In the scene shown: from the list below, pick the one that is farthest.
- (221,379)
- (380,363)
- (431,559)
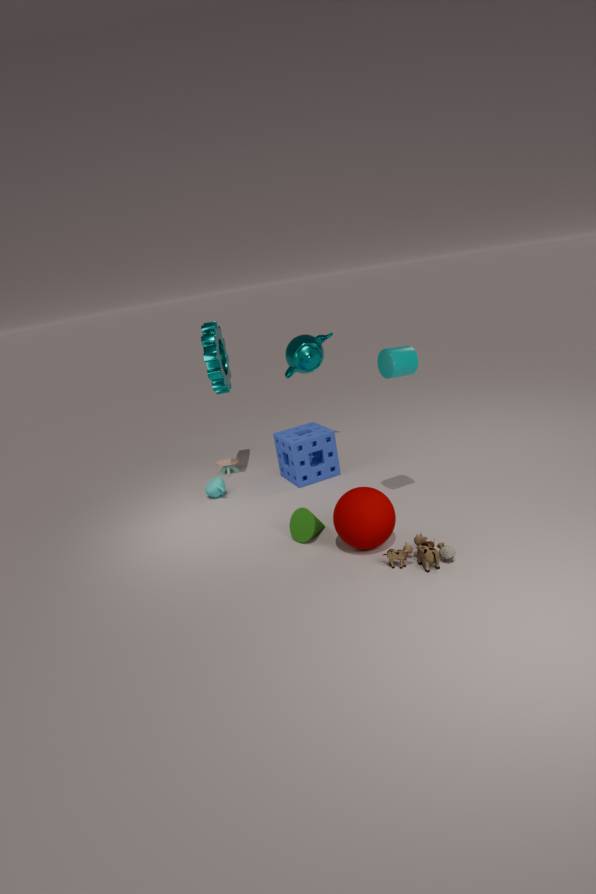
(221,379)
